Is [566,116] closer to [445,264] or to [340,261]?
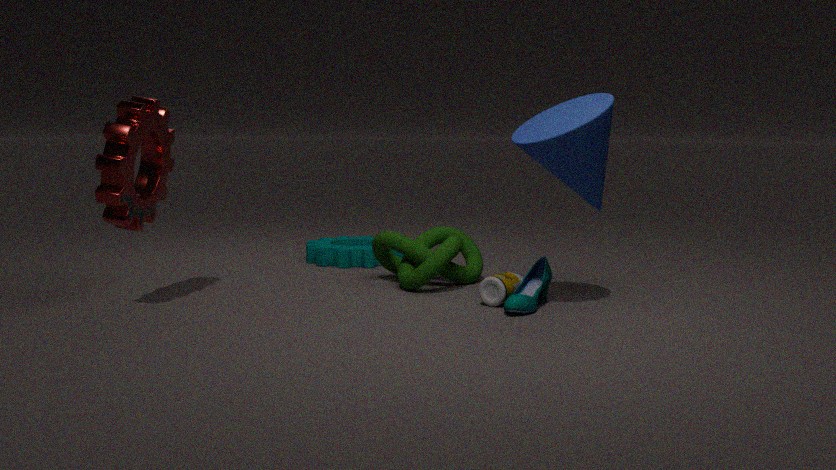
[445,264]
